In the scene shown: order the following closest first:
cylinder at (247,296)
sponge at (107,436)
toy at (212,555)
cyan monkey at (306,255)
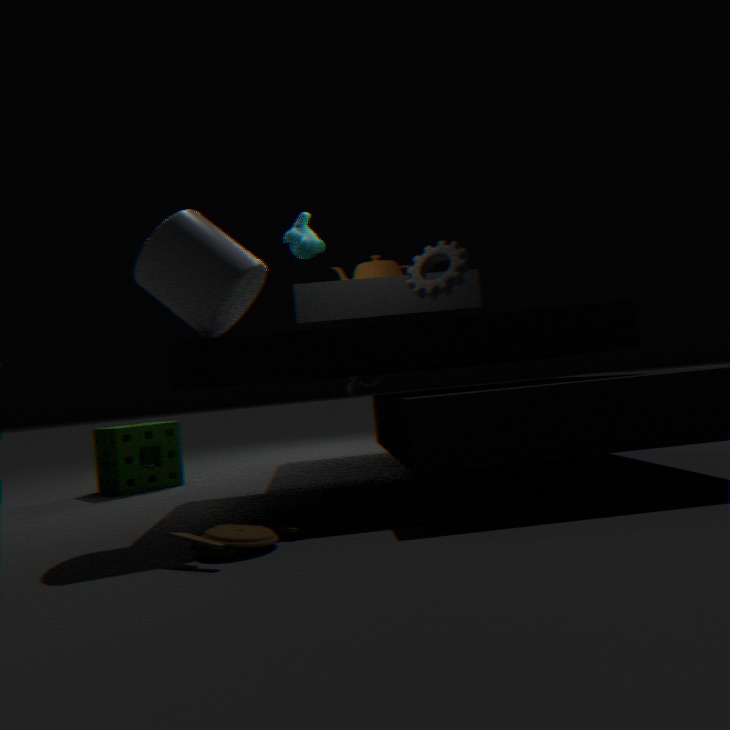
toy at (212,555) < cylinder at (247,296) < cyan monkey at (306,255) < sponge at (107,436)
